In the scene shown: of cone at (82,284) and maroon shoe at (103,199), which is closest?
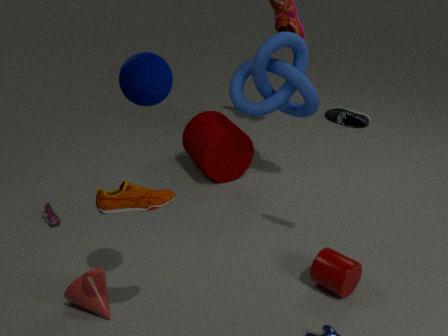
maroon shoe at (103,199)
